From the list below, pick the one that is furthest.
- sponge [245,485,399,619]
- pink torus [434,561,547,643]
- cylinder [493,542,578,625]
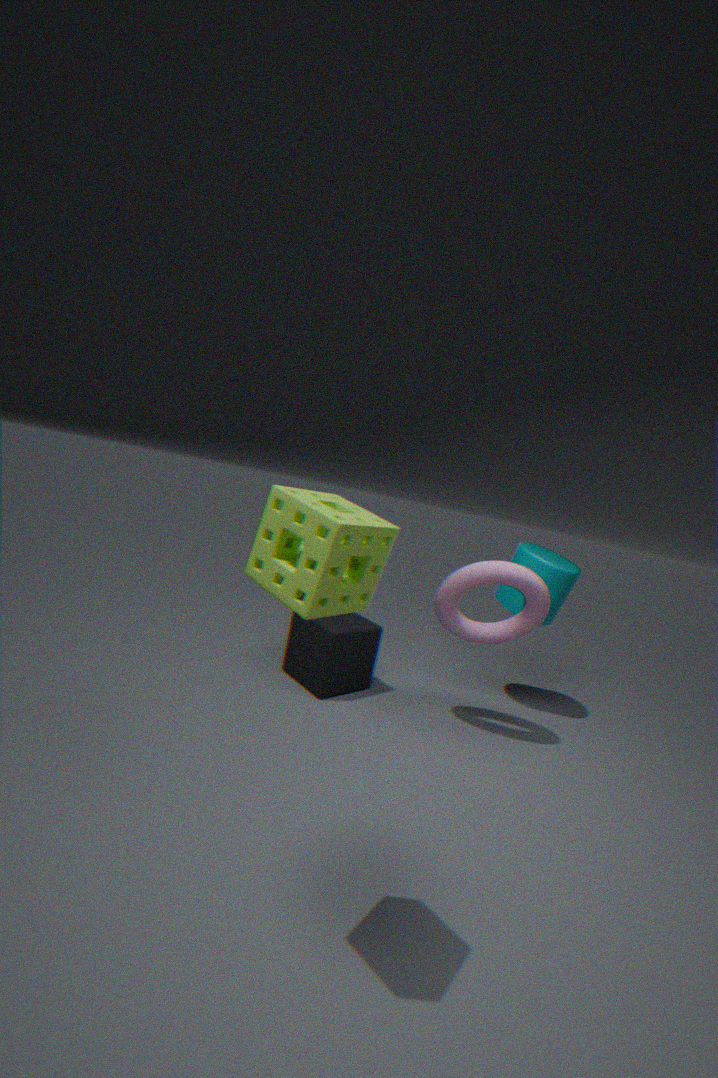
cylinder [493,542,578,625]
